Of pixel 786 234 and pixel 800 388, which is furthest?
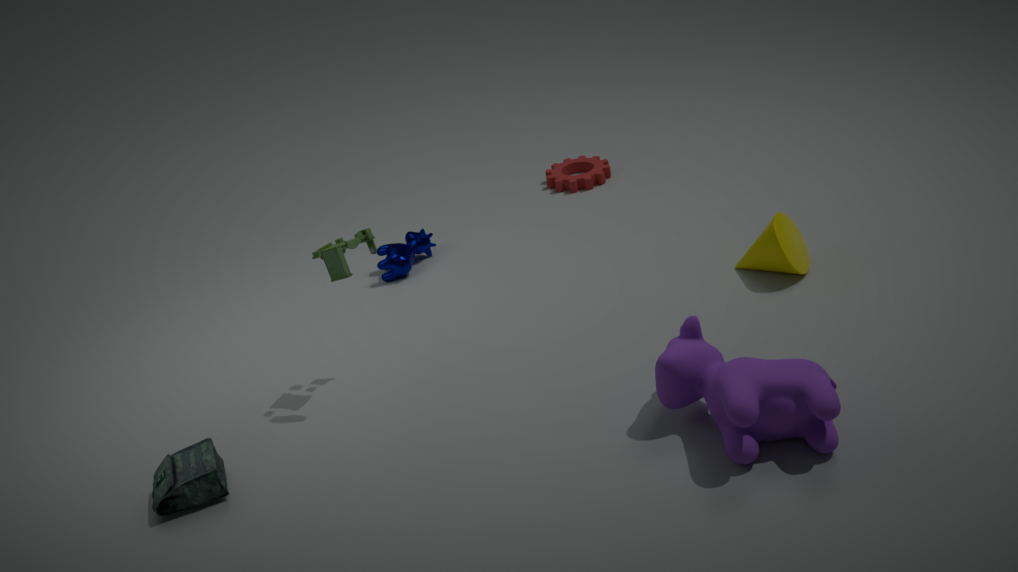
pixel 786 234
